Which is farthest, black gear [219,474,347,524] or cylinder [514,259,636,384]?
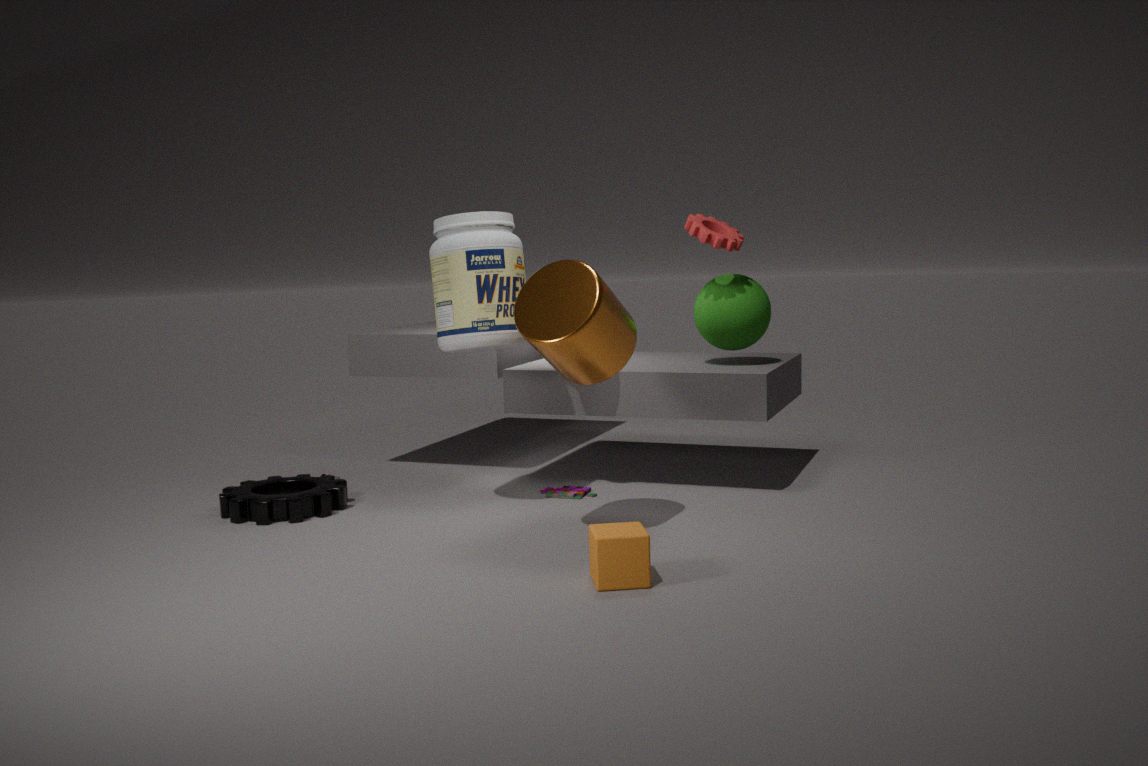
black gear [219,474,347,524]
